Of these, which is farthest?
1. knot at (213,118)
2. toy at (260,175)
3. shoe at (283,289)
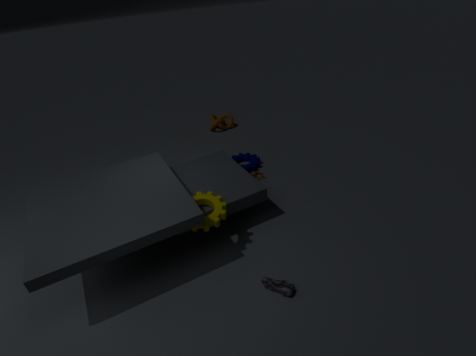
knot at (213,118)
